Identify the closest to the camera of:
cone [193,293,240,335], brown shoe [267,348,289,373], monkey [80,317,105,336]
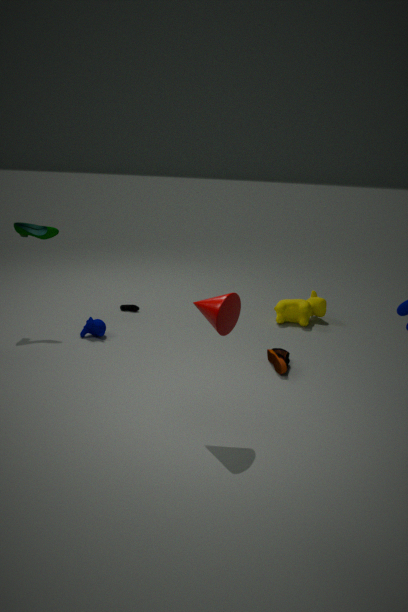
cone [193,293,240,335]
